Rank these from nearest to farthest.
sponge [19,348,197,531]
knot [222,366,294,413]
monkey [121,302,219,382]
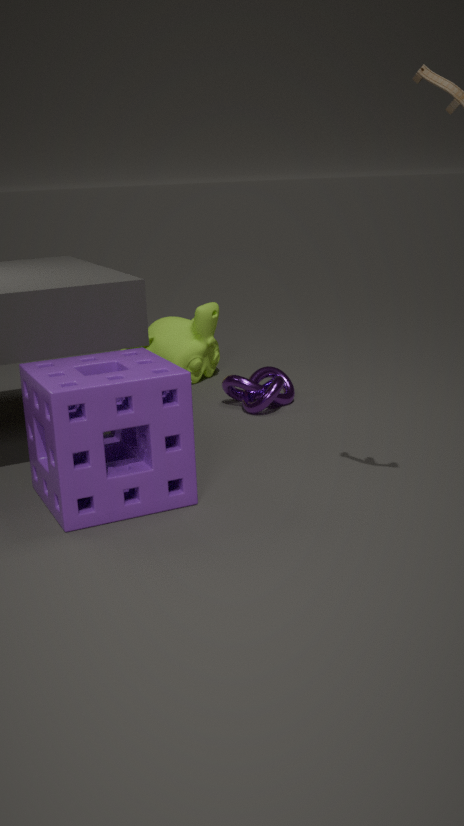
1. sponge [19,348,197,531]
2. knot [222,366,294,413]
3. monkey [121,302,219,382]
